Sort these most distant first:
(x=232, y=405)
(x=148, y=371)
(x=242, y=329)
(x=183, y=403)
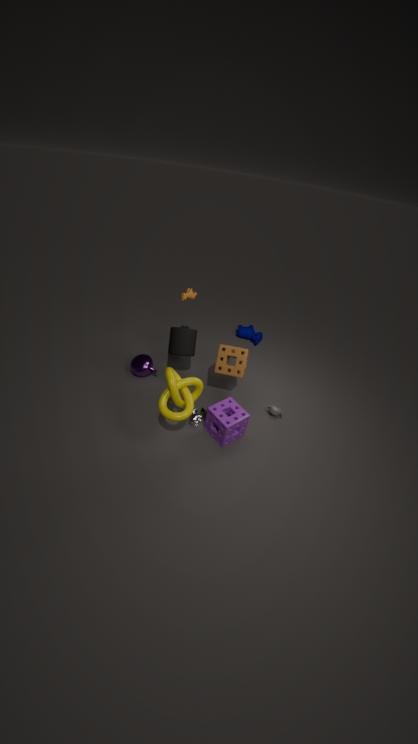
(x=242, y=329) → (x=148, y=371) → (x=232, y=405) → (x=183, y=403)
